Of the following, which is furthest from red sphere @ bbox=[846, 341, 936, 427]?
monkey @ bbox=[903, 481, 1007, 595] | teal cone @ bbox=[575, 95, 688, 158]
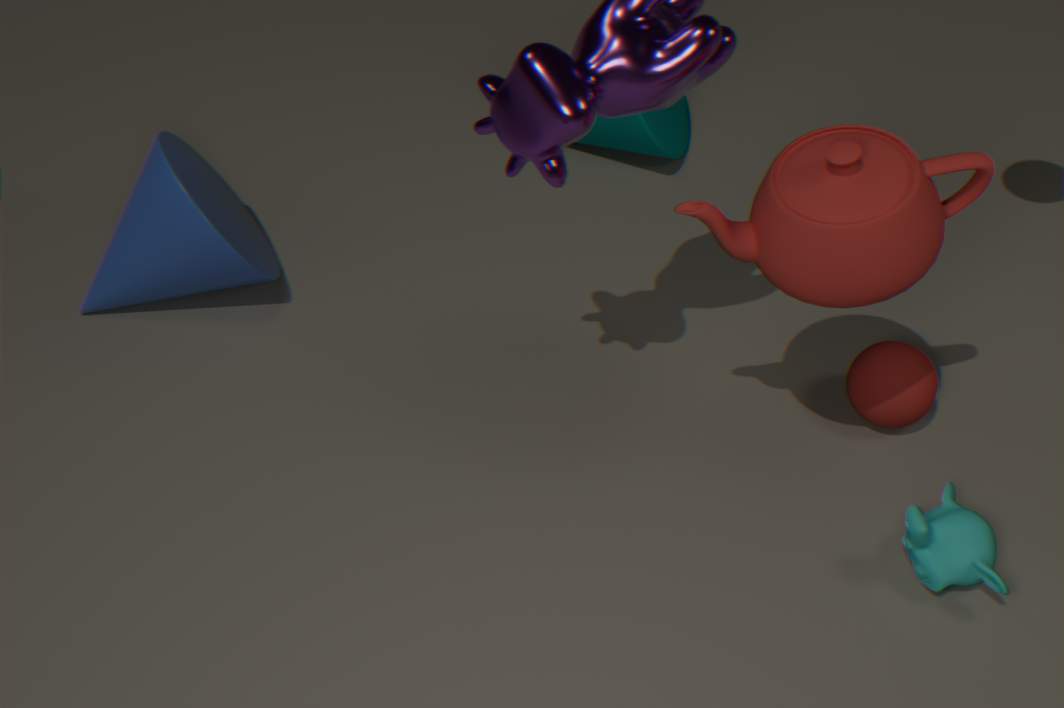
teal cone @ bbox=[575, 95, 688, 158]
